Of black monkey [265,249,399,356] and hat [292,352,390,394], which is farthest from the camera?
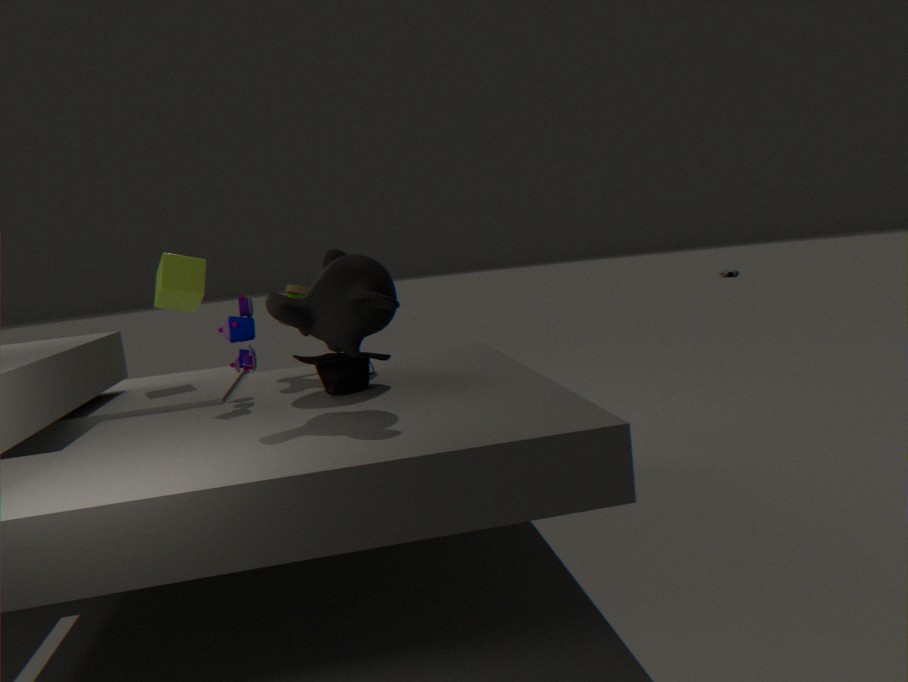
hat [292,352,390,394]
